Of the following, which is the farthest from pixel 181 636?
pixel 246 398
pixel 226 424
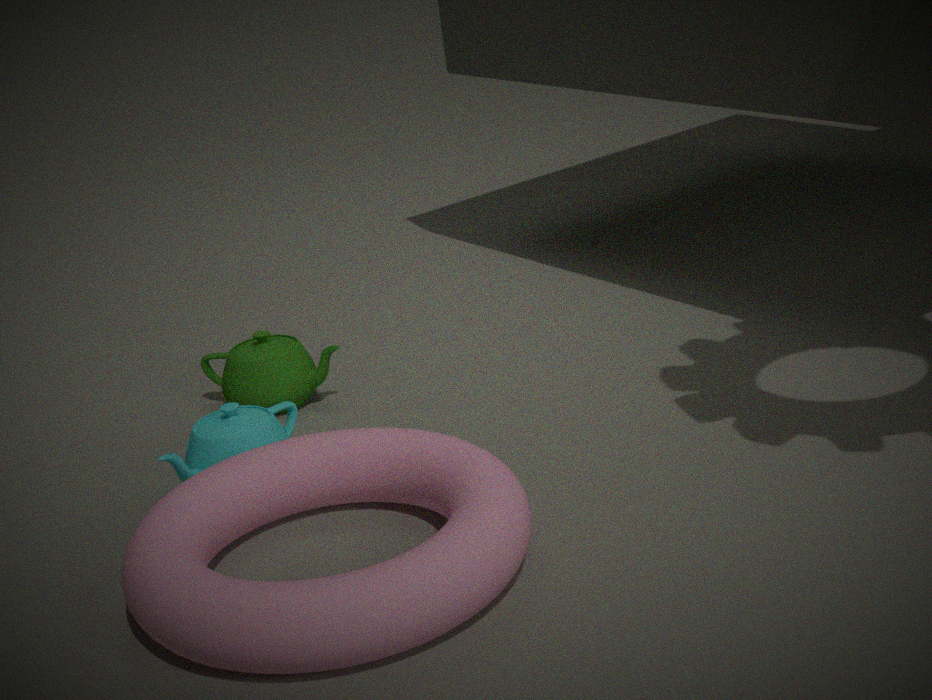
pixel 246 398
